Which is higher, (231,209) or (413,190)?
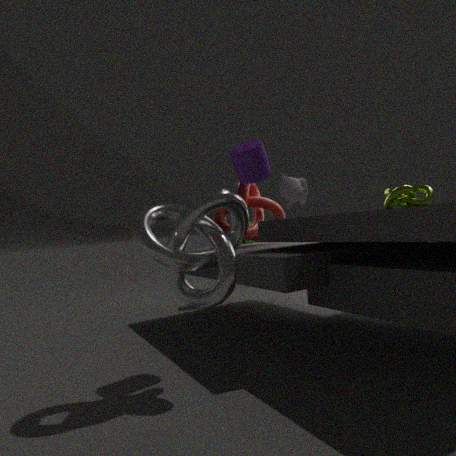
(413,190)
